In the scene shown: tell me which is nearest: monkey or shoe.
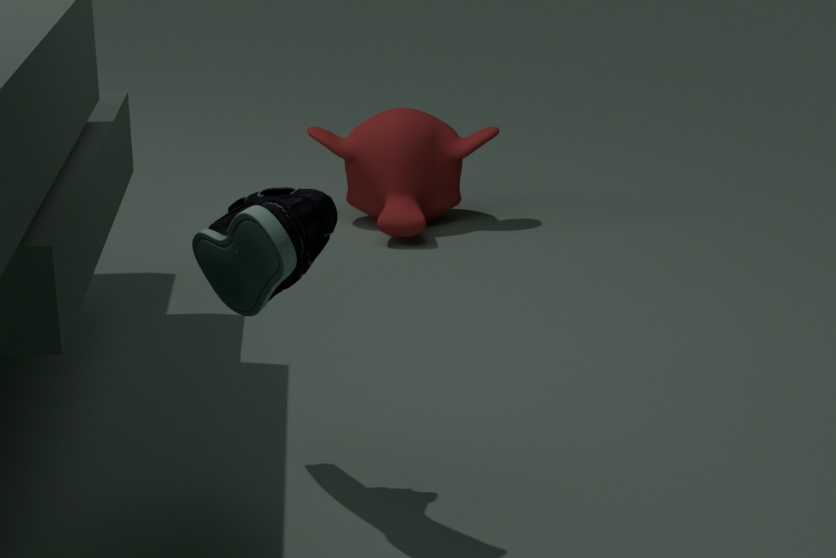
shoe
